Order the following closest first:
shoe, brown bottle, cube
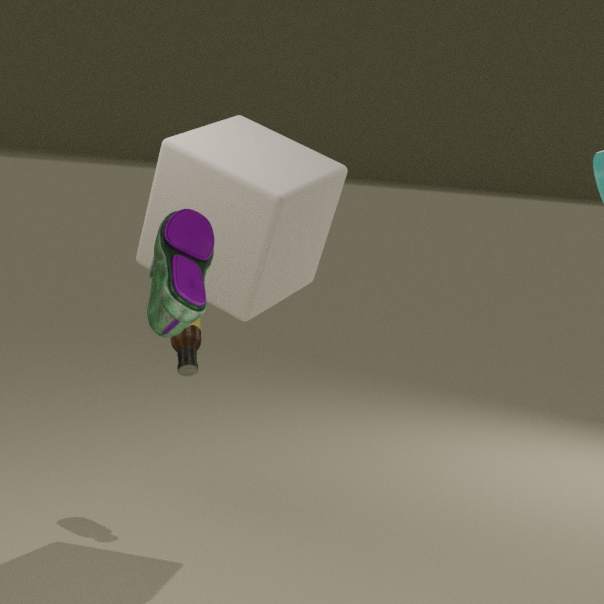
shoe, cube, brown bottle
